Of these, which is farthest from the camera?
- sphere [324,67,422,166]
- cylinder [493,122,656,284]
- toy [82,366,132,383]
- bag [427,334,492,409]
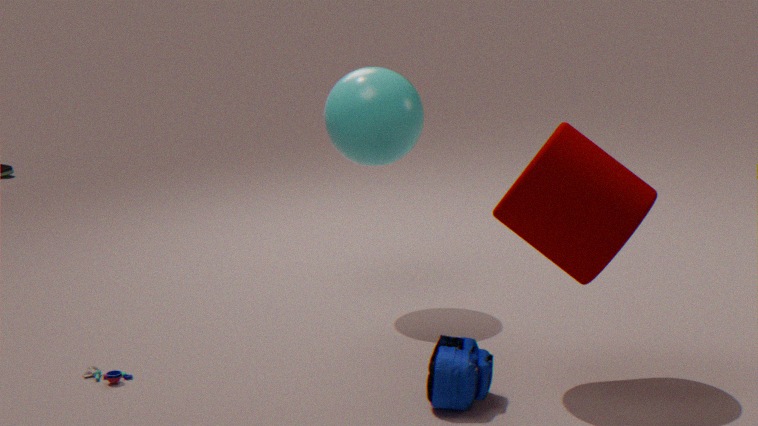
sphere [324,67,422,166]
